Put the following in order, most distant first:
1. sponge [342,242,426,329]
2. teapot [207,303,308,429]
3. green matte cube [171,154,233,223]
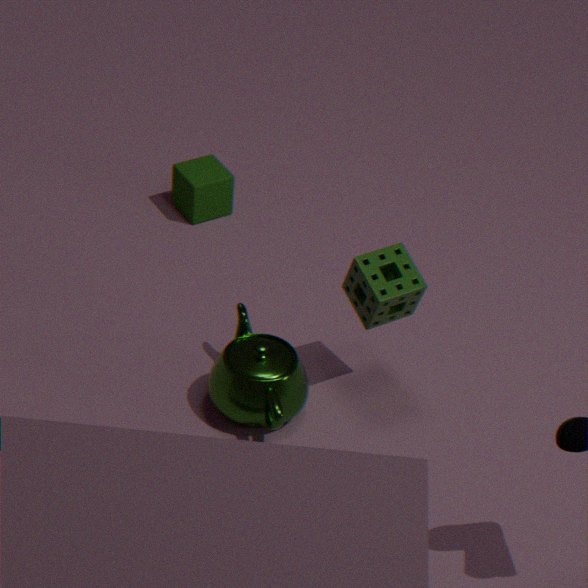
green matte cube [171,154,233,223] < teapot [207,303,308,429] < sponge [342,242,426,329]
